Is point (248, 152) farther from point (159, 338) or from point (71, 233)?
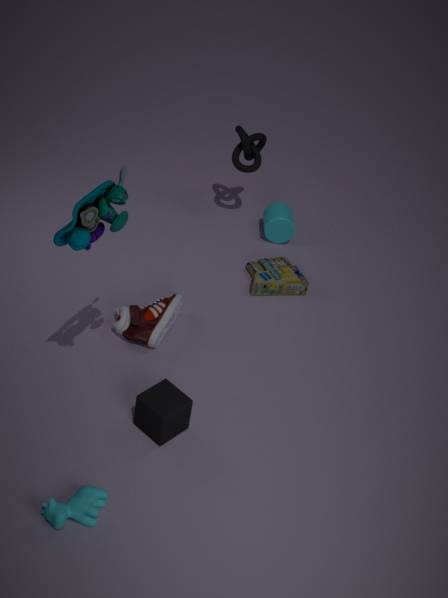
point (71, 233)
